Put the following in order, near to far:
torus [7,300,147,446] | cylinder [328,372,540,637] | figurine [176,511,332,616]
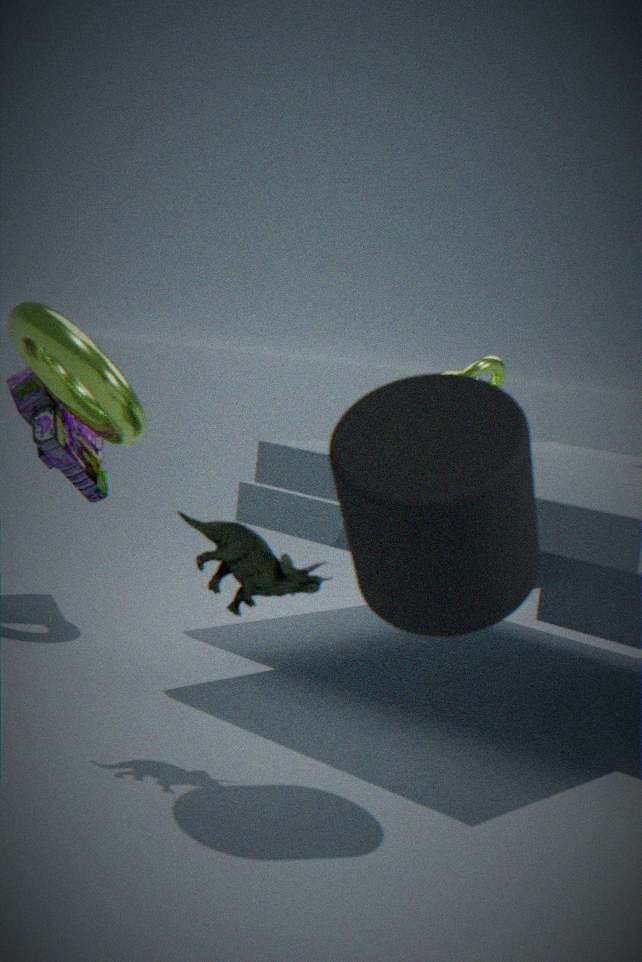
1. cylinder [328,372,540,637]
2. figurine [176,511,332,616]
3. torus [7,300,147,446]
